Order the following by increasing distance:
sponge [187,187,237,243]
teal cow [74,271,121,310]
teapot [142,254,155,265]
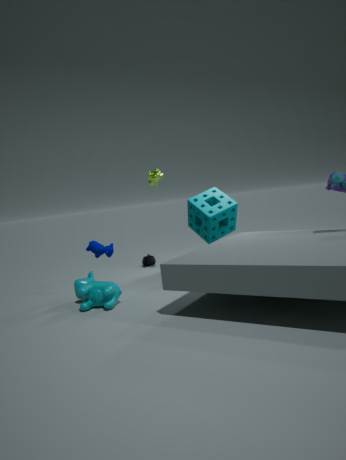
teal cow [74,271,121,310] < sponge [187,187,237,243] < teapot [142,254,155,265]
